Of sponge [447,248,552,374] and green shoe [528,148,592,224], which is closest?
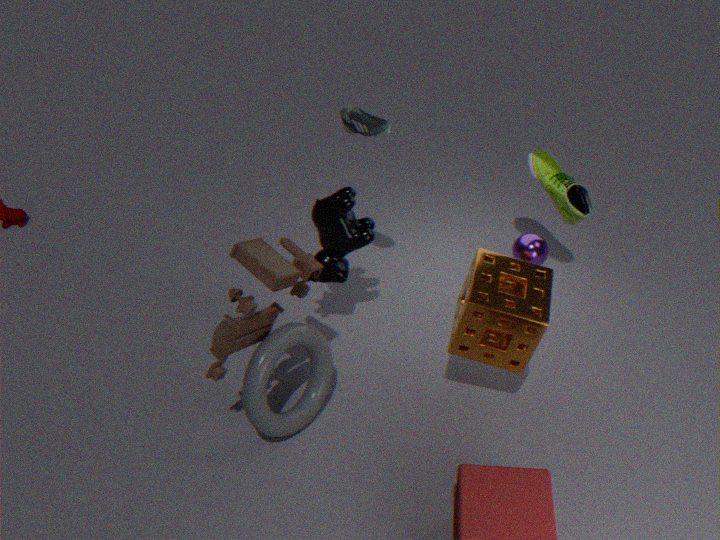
sponge [447,248,552,374]
